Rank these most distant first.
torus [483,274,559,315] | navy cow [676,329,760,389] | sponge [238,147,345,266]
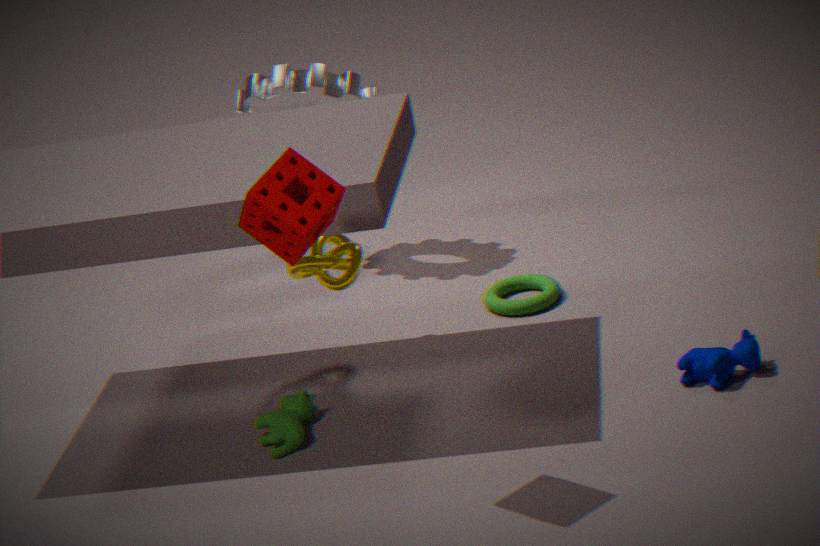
torus [483,274,559,315], navy cow [676,329,760,389], sponge [238,147,345,266]
